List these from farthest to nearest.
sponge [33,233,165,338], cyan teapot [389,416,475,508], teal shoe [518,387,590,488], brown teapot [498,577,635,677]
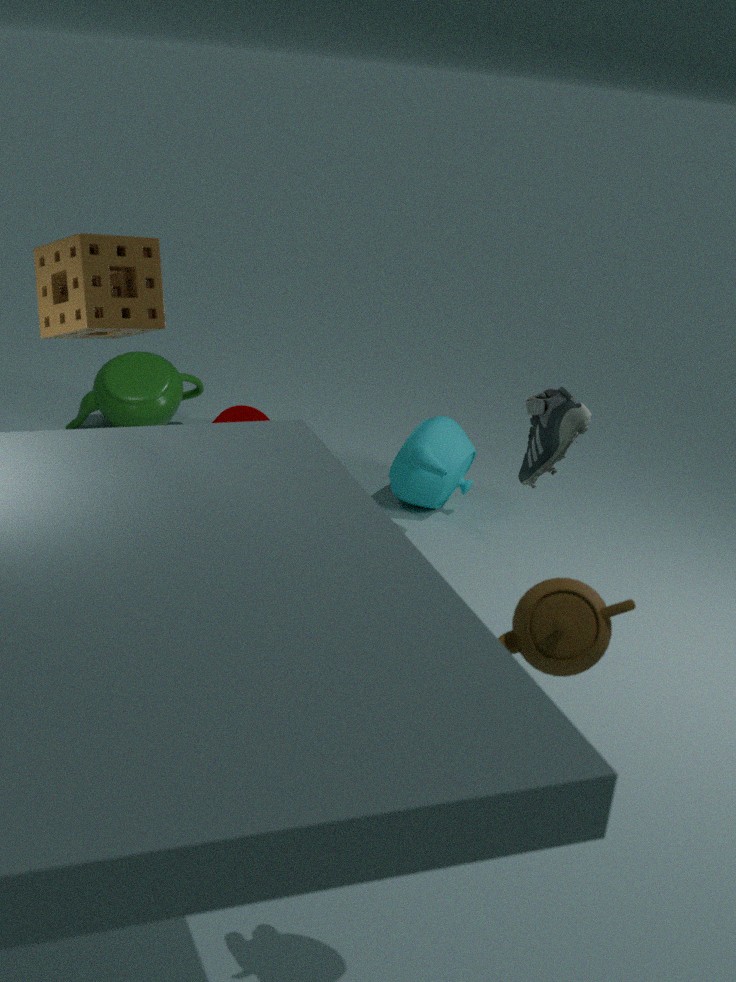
cyan teapot [389,416,475,508], teal shoe [518,387,590,488], sponge [33,233,165,338], brown teapot [498,577,635,677]
